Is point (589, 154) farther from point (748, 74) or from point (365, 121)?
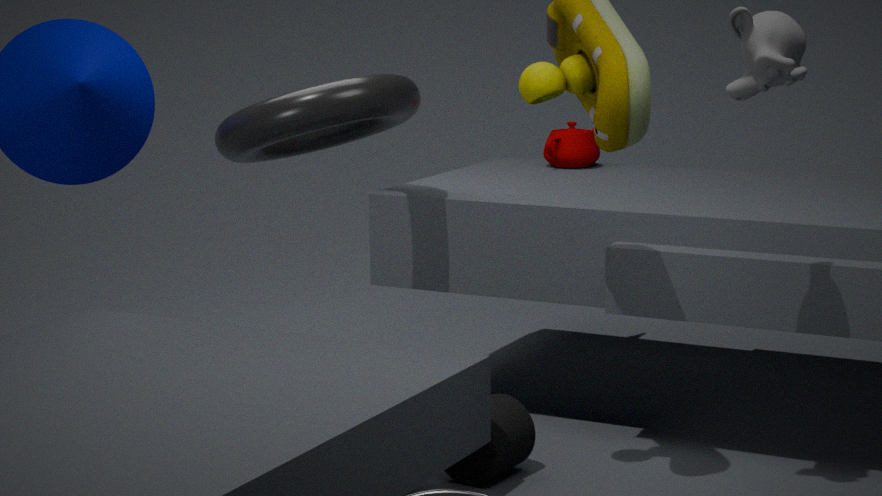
point (748, 74)
